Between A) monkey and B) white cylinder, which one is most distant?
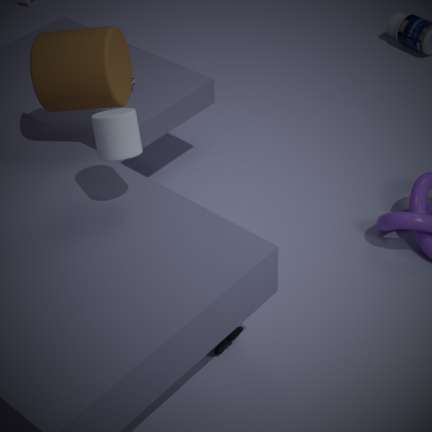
A. monkey
